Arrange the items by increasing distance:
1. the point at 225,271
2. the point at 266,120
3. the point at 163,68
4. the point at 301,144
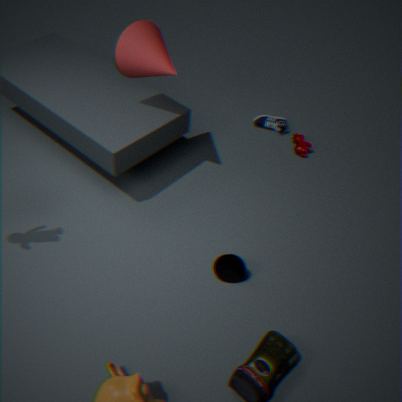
the point at 225,271 → the point at 163,68 → the point at 301,144 → the point at 266,120
